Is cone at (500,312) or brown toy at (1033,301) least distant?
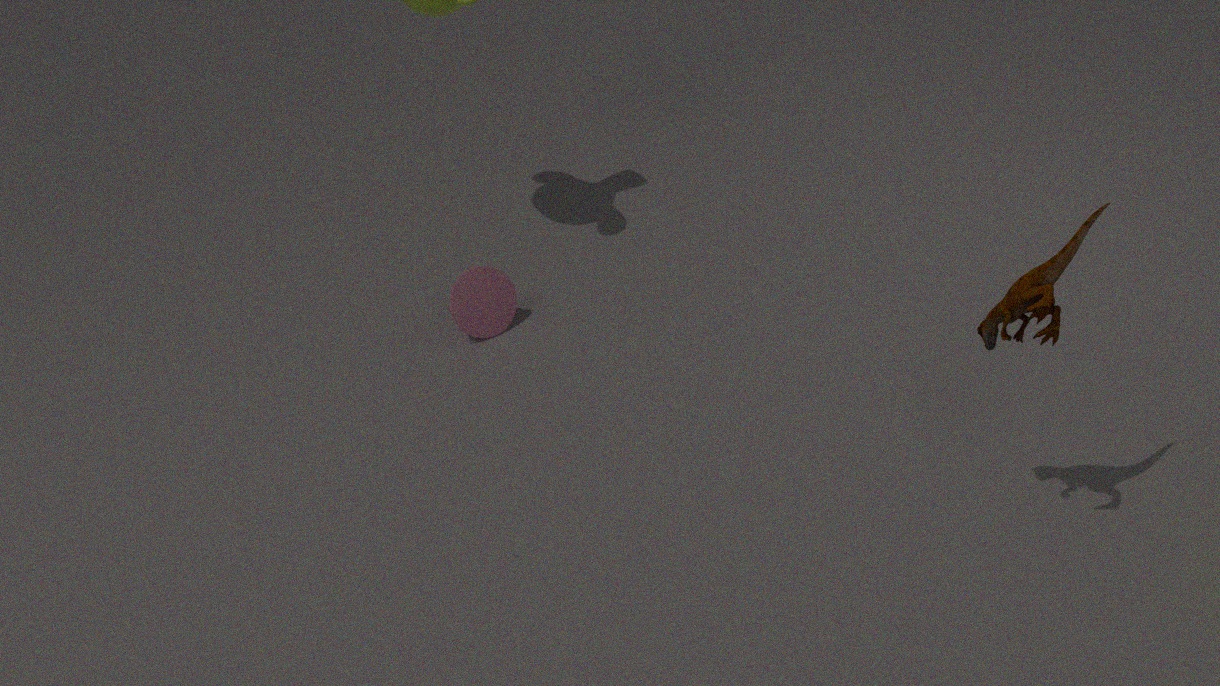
brown toy at (1033,301)
